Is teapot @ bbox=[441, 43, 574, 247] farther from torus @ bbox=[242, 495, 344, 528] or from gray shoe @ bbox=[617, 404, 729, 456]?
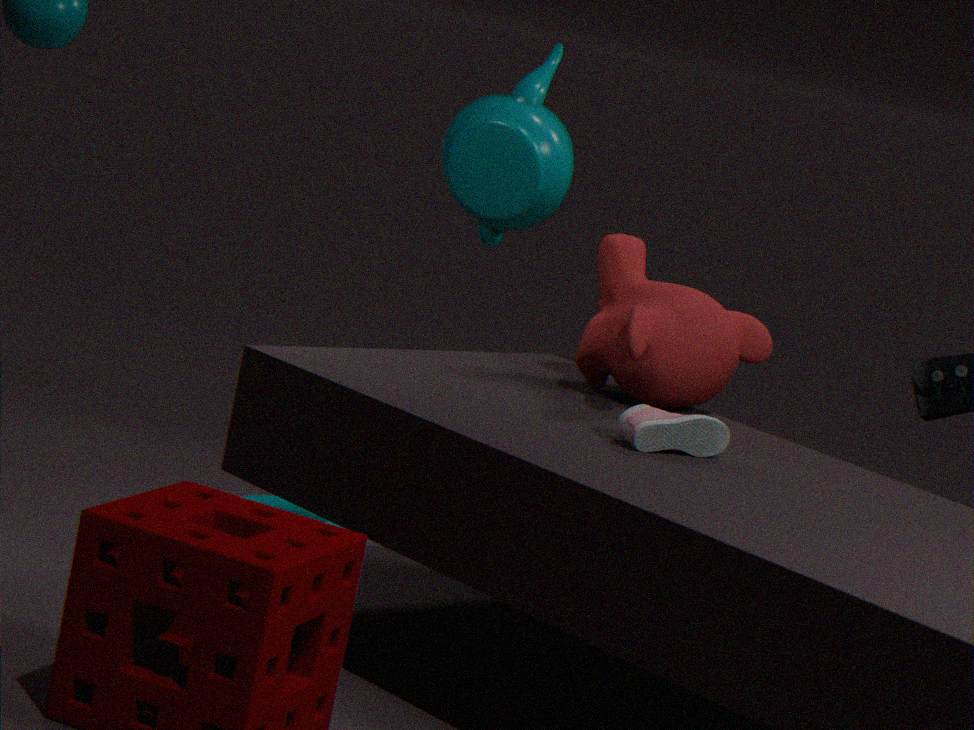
gray shoe @ bbox=[617, 404, 729, 456]
